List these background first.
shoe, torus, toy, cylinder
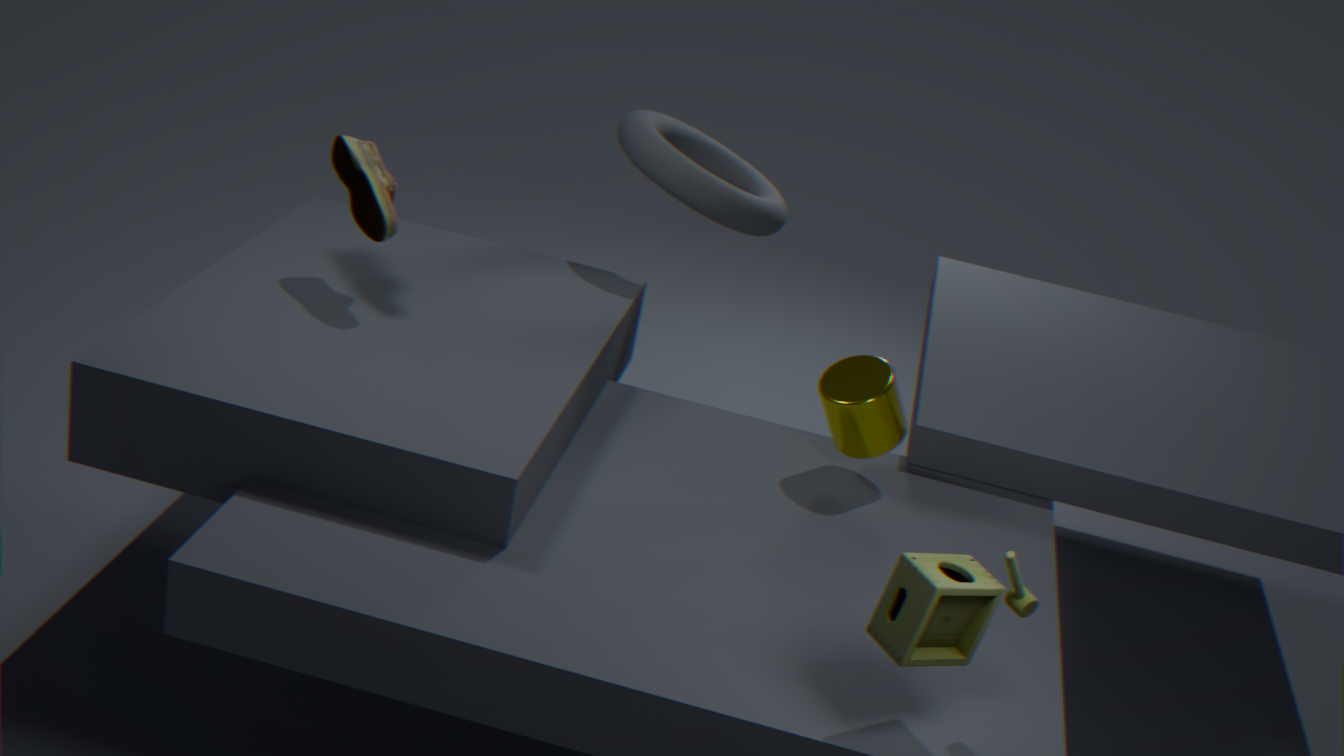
torus, shoe, cylinder, toy
